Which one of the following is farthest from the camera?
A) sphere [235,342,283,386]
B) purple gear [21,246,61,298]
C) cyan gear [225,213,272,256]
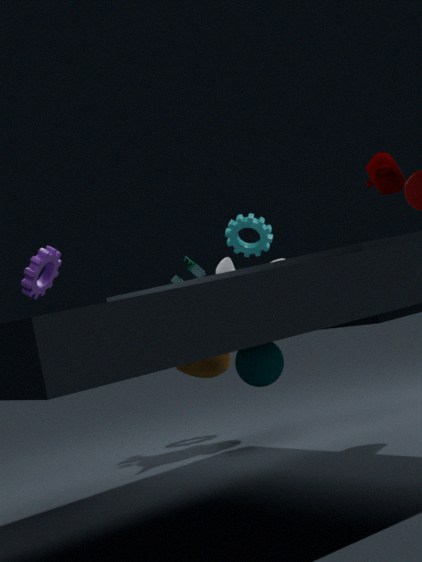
cyan gear [225,213,272,256]
